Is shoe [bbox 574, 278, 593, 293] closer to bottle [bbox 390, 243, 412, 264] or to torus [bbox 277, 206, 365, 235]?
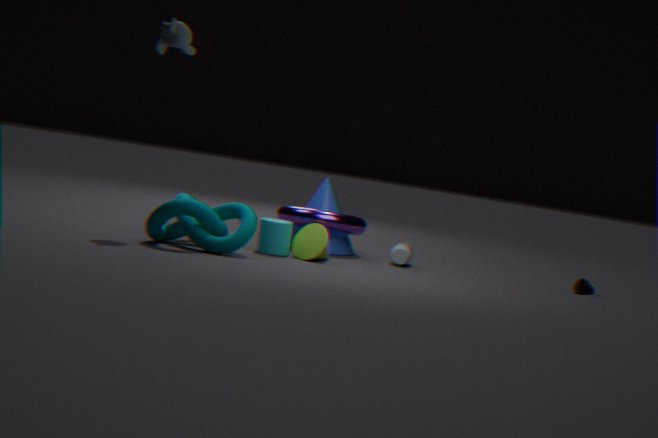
bottle [bbox 390, 243, 412, 264]
